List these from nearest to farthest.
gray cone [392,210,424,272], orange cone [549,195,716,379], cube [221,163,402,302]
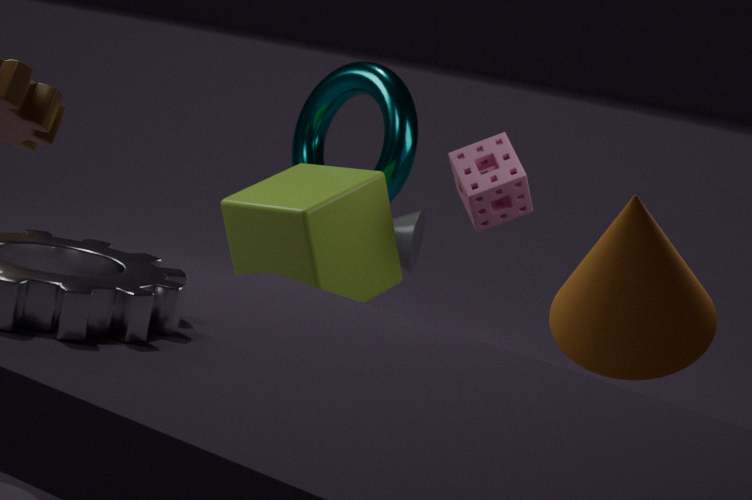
orange cone [549,195,716,379], cube [221,163,402,302], gray cone [392,210,424,272]
